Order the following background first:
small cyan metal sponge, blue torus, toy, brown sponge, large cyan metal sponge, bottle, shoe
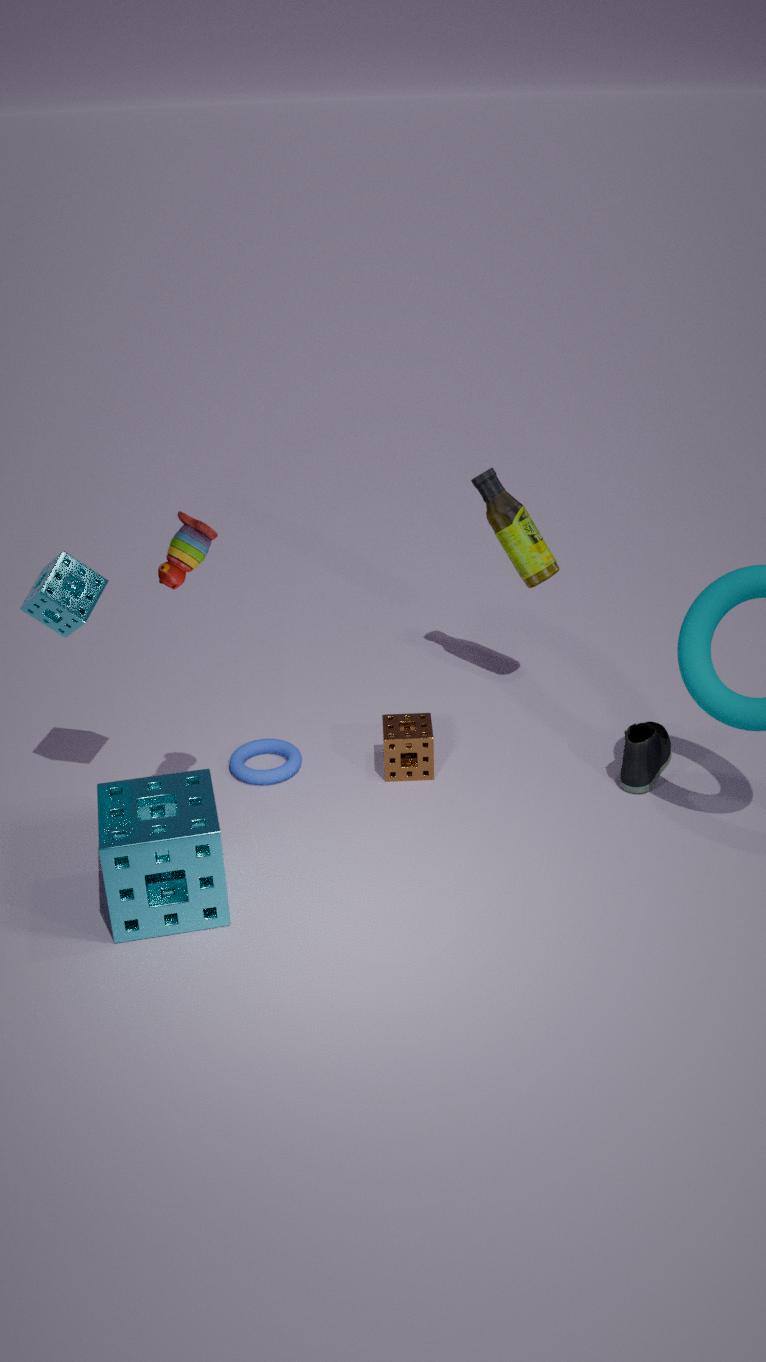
bottle < blue torus < brown sponge < shoe < small cyan metal sponge < large cyan metal sponge < toy
